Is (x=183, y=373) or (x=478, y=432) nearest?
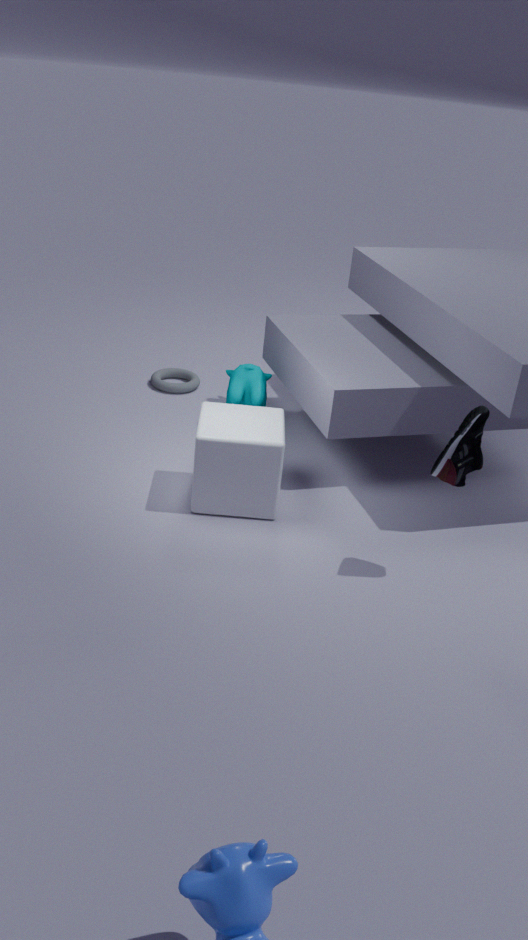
(x=478, y=432)
